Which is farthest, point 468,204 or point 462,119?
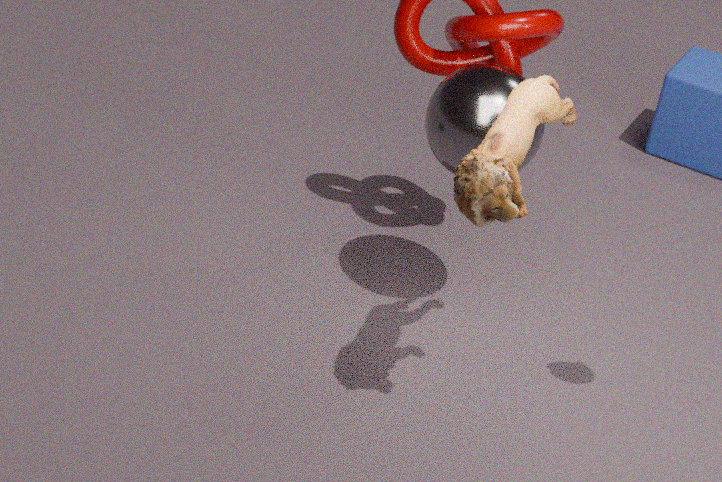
point 462,119
